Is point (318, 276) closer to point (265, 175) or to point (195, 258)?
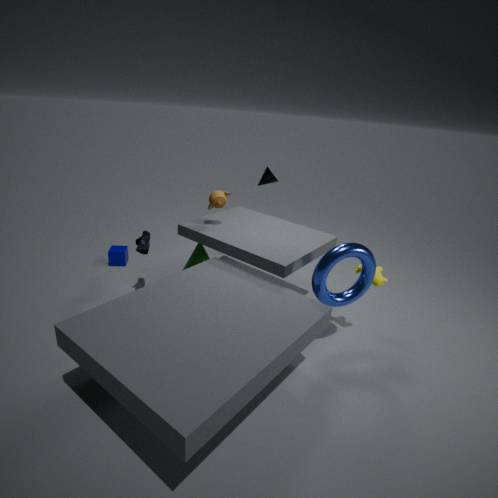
point (195, 258)
